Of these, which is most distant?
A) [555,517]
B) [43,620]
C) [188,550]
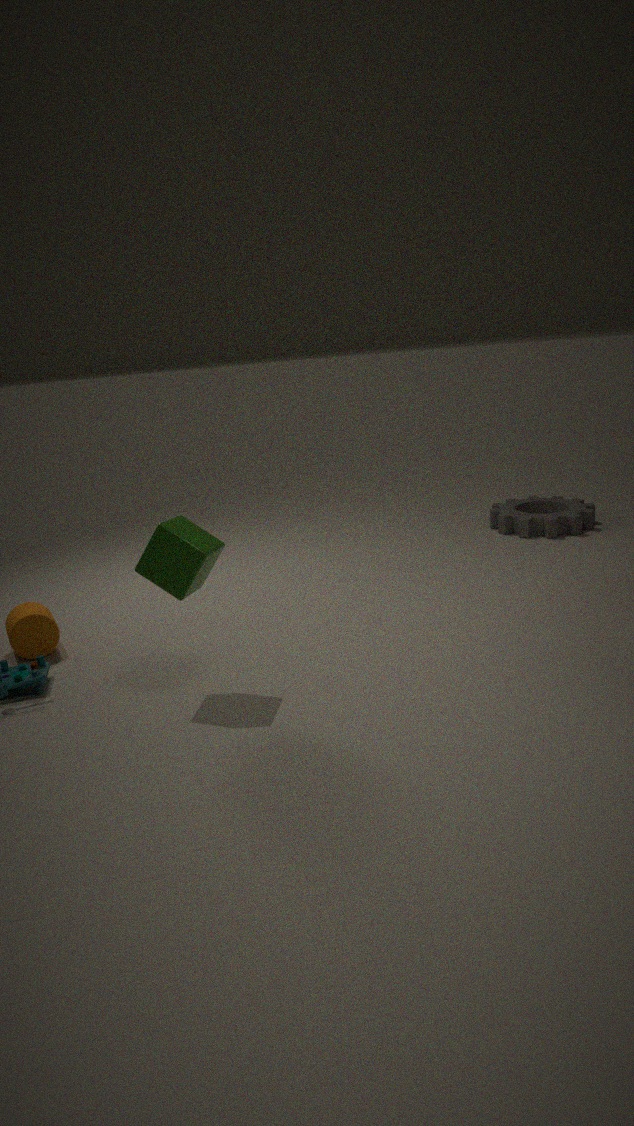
[555,517]
